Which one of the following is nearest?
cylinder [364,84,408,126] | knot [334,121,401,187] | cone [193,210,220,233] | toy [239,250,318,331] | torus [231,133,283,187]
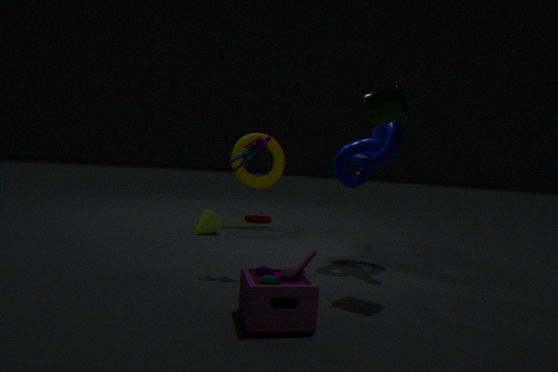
toy [239,250,318,331]
